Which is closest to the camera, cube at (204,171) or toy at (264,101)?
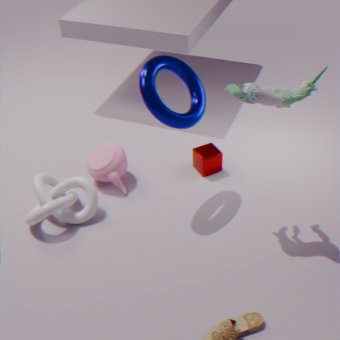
toy at (264,101)
